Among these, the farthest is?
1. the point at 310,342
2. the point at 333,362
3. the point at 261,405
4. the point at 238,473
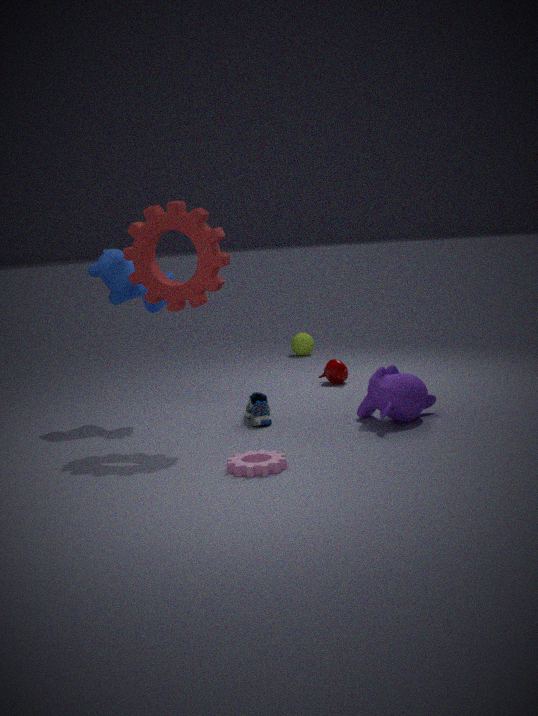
the point at 310,342
